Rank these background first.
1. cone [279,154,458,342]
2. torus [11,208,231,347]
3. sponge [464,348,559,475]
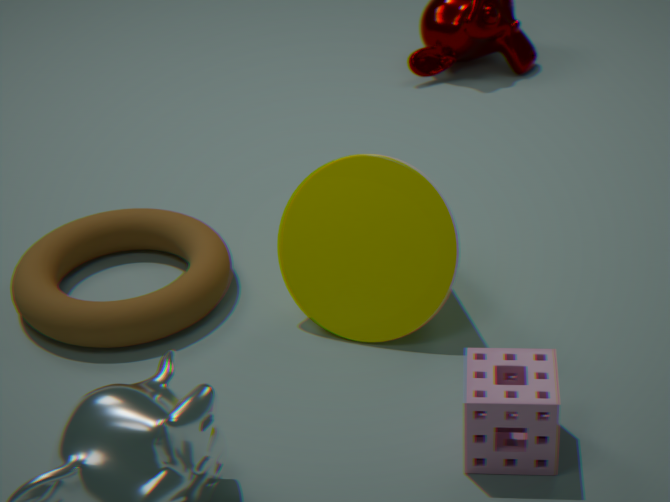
torus [11,208,231,347] → cone [279,154,458,342] → sponge [464,348,559,475]
